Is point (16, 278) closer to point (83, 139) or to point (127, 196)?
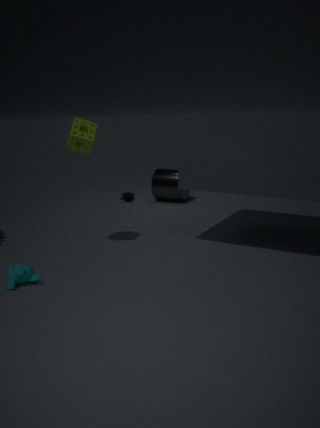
point (83, 139)
